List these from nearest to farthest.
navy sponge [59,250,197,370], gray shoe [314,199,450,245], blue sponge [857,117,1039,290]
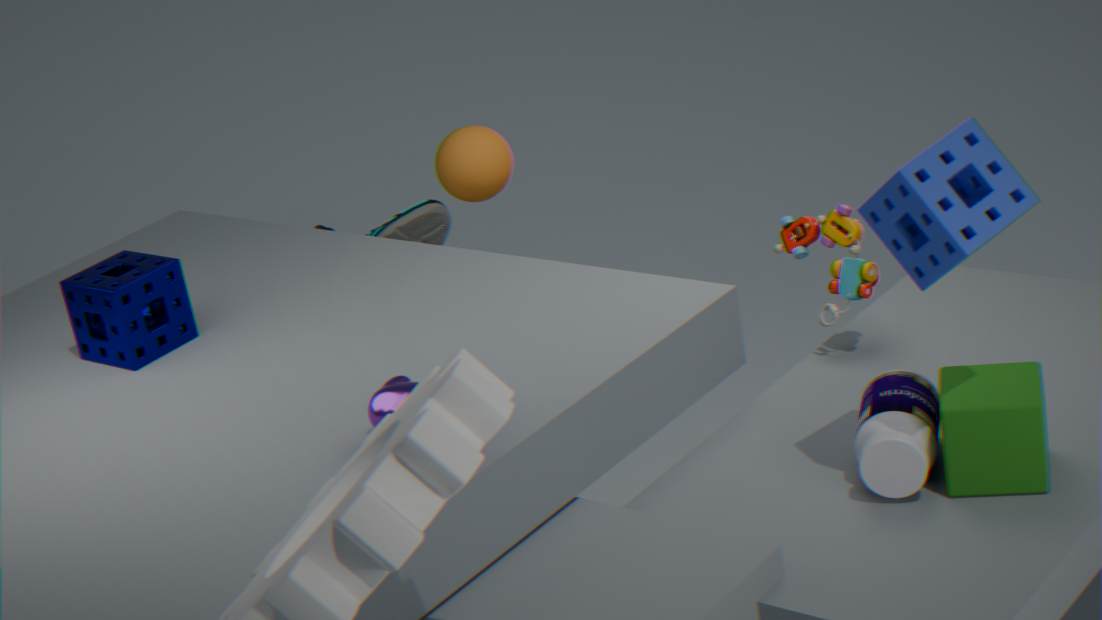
blue sponge [857,117,1039,290] < navy sponge [59,250,197,370] < gray shoe [314,199,450,245]
